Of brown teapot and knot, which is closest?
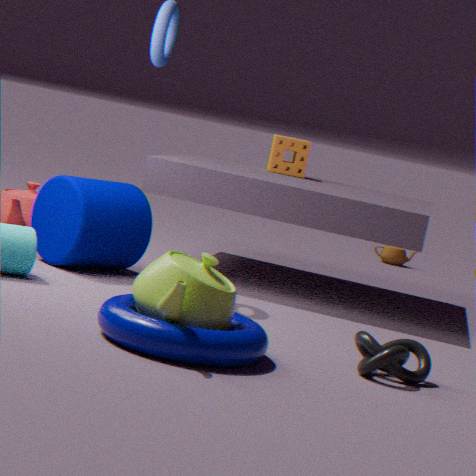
knot
